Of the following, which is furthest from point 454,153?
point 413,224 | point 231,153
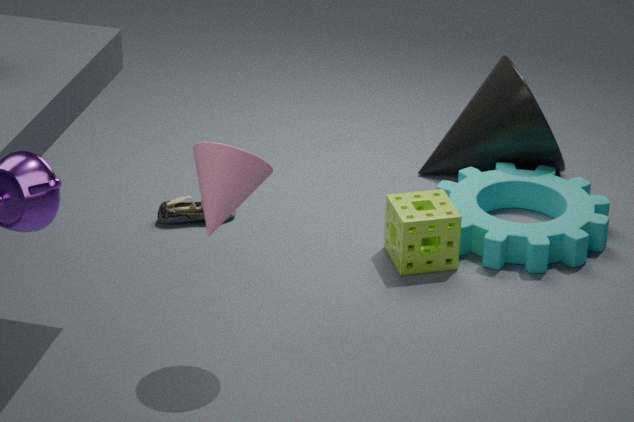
point 231,153
